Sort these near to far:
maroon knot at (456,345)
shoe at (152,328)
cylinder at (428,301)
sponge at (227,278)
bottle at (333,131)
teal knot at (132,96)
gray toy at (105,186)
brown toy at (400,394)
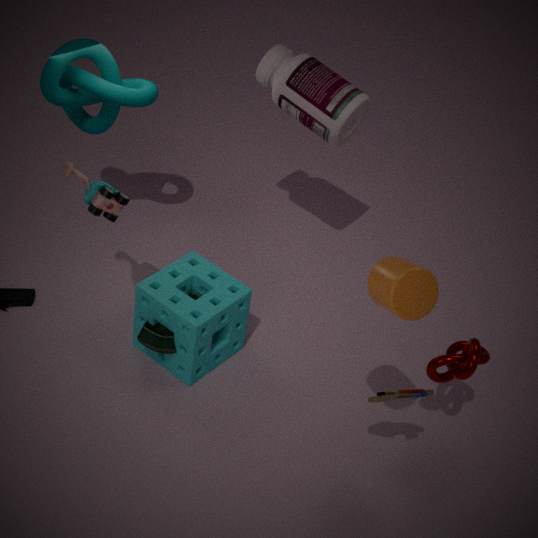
cylinder at (428,301)
brown toy at (400,394)
maroon knot at (456,345)
gray toy at (105,186)
sponge at (227,278)
shoe at (152,328)
teal knot at (132,96)
bottle at (333,131)
